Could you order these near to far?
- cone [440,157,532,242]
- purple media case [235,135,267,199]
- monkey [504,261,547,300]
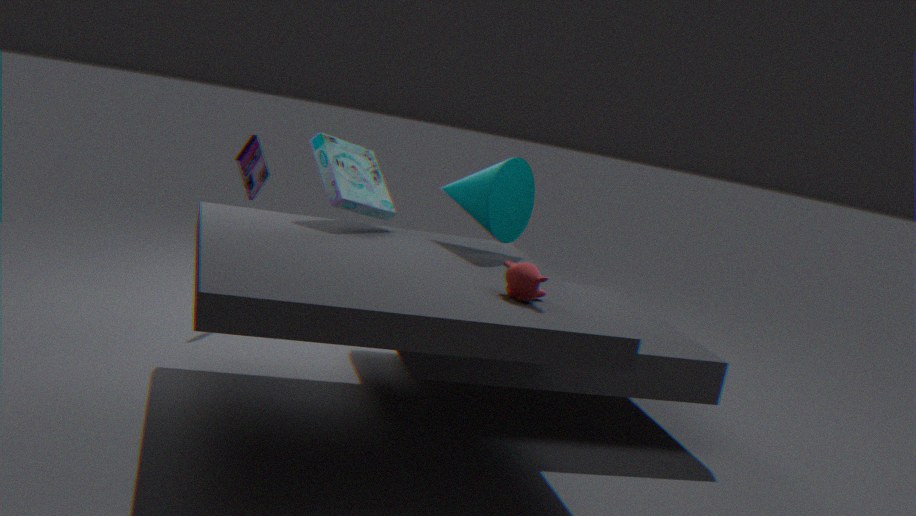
monkey [504,261,547,300] < cone [440,157,532,242] < purple media case [235,135,267,199]
